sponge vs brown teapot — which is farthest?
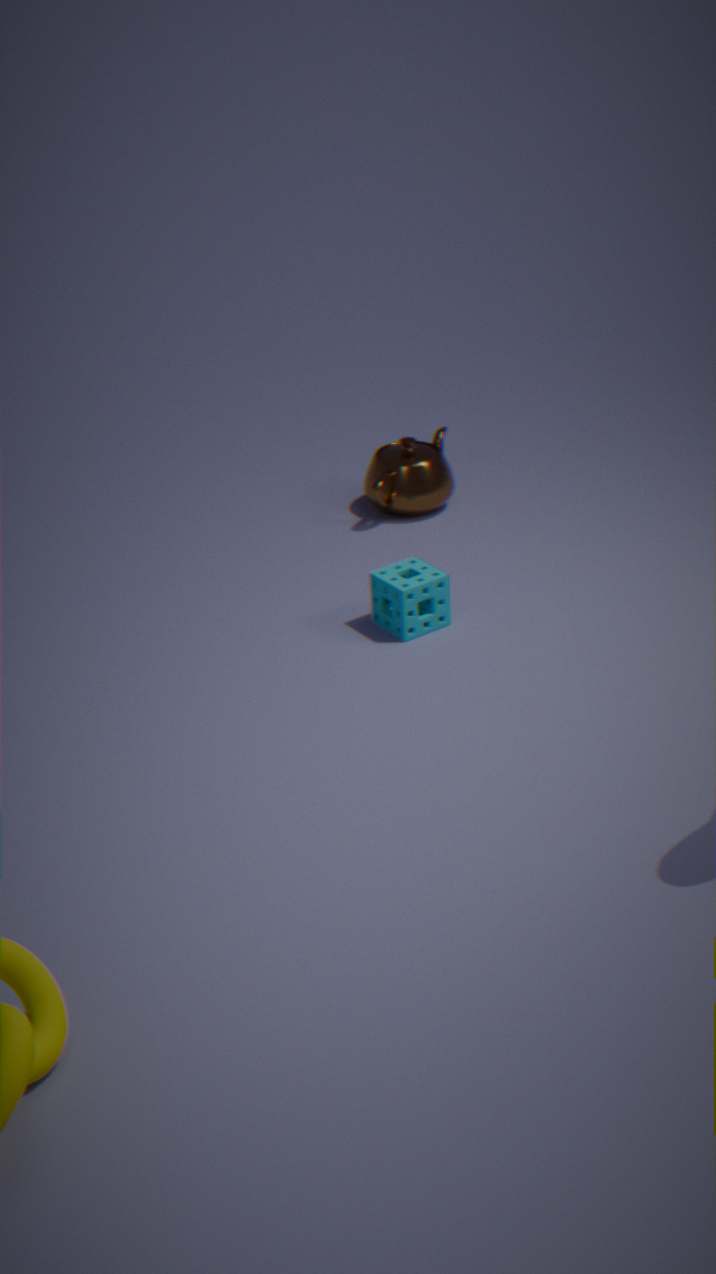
brown teapot
